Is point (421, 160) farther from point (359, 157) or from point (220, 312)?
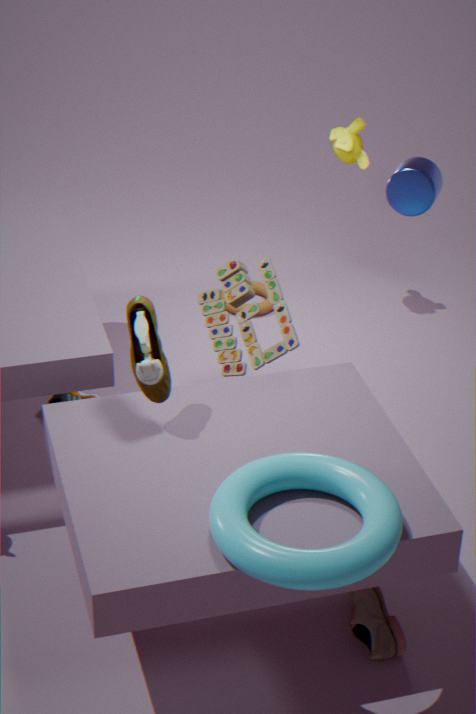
point (359, 157)
